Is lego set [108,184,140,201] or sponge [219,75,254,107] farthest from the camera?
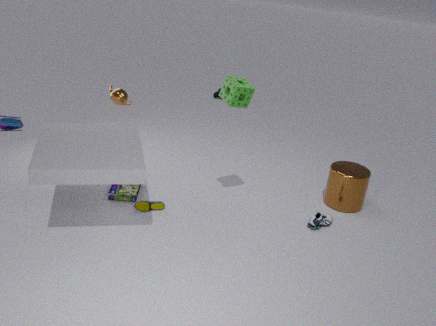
lego set [108,184,140,201]
